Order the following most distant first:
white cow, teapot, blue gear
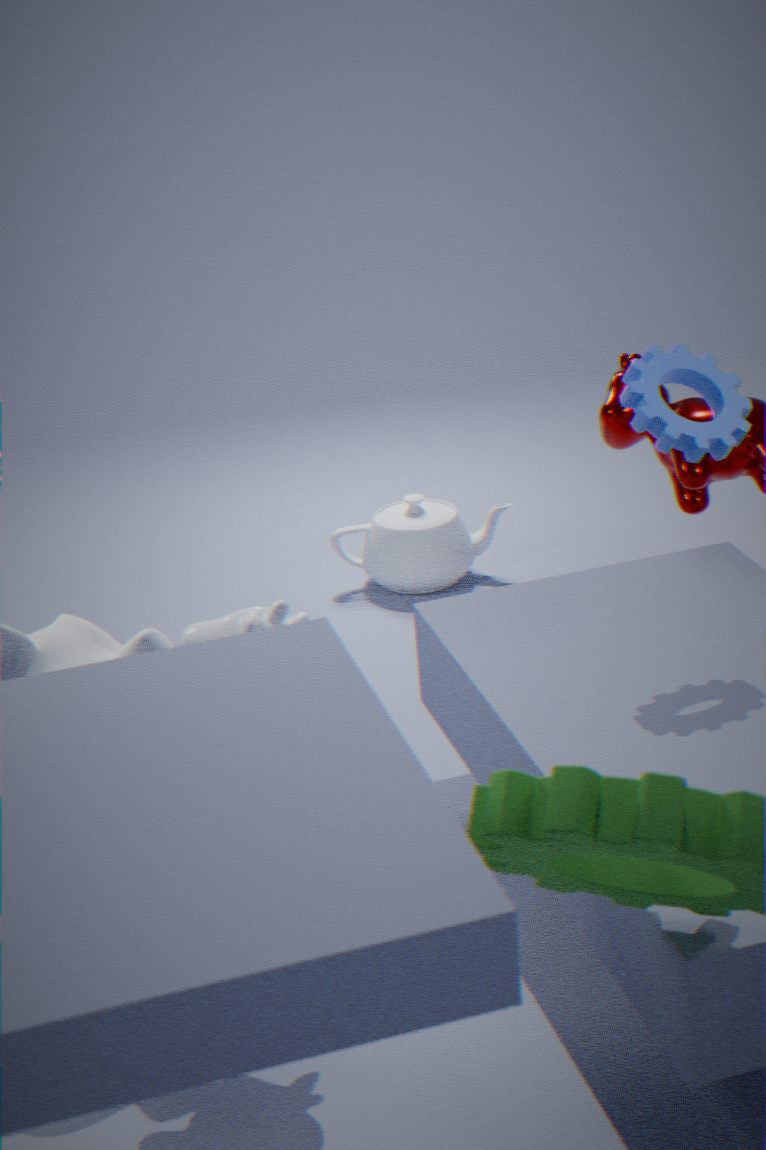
teapot, blue gear, white cow
